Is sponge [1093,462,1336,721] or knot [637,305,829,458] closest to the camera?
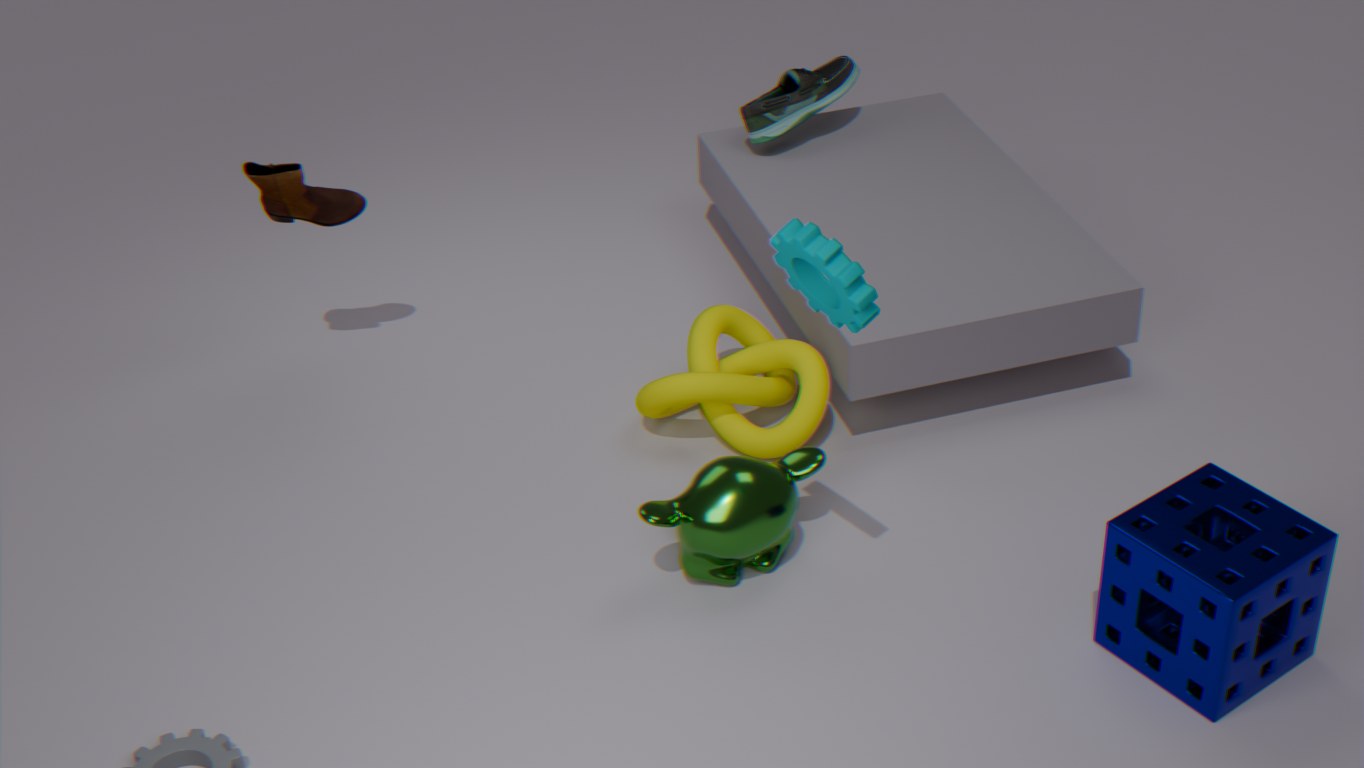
sponge [1093,462,1336,721]
